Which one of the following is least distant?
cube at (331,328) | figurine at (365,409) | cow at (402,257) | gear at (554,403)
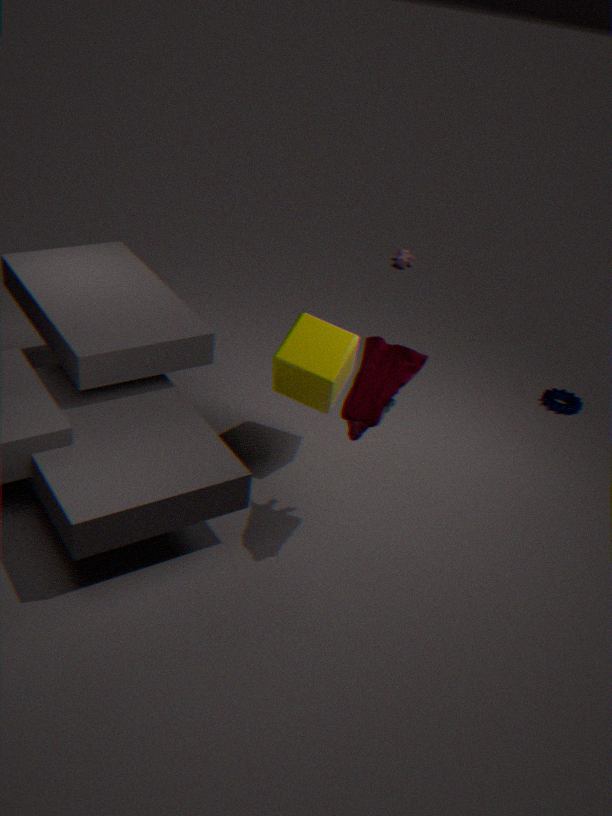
figurine at (365,409)
